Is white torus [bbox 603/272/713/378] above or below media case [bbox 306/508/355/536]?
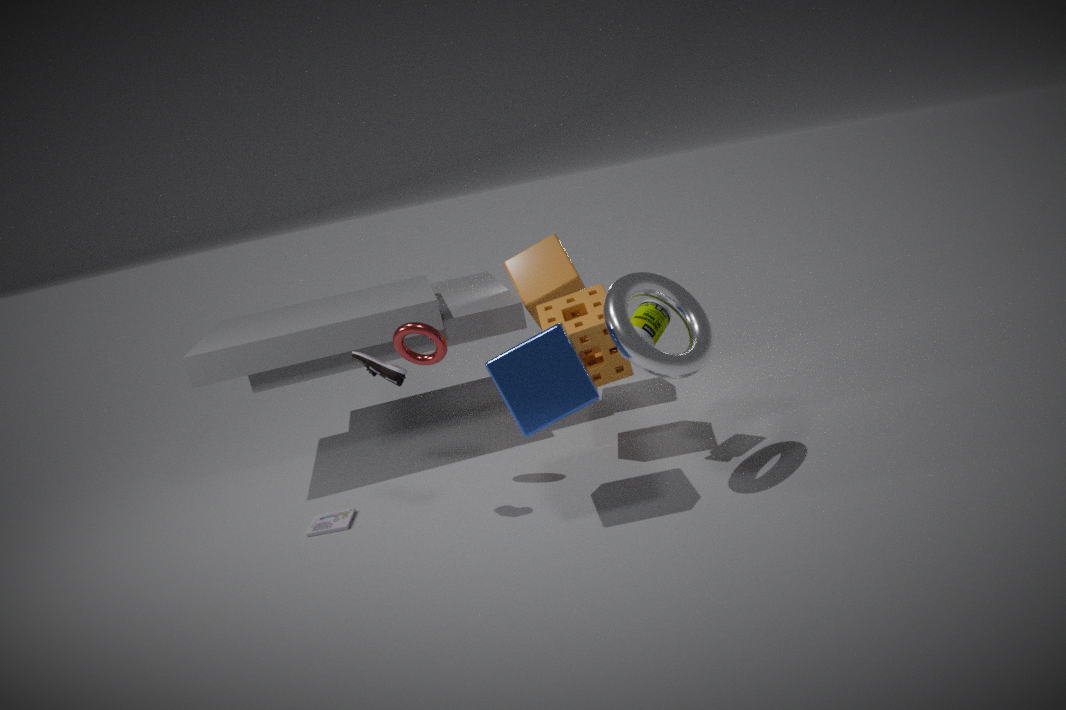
above
